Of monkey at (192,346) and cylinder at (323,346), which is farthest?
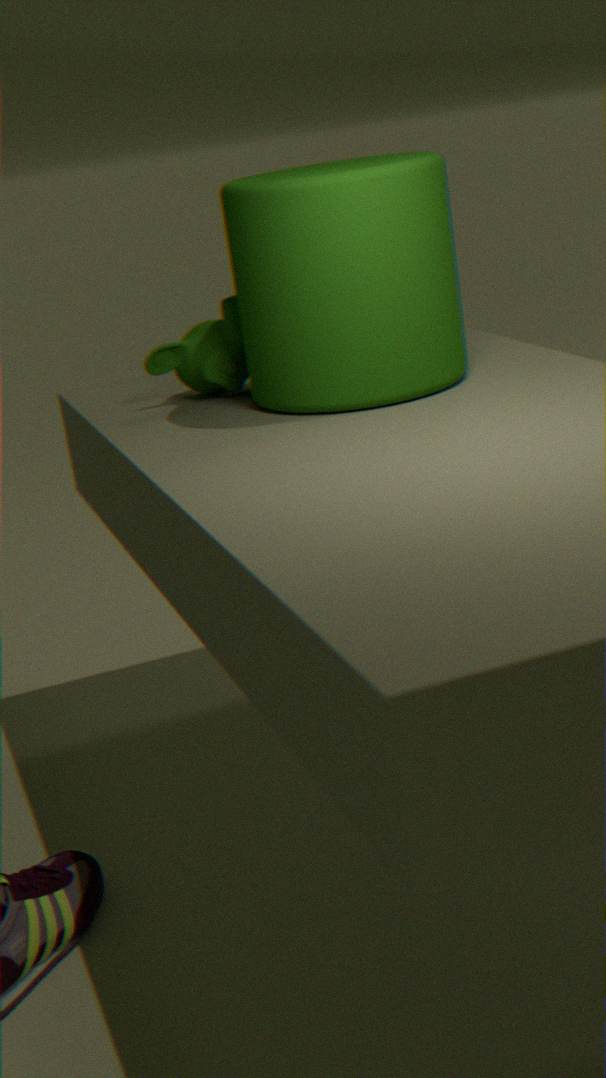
monkey at (192,346)
